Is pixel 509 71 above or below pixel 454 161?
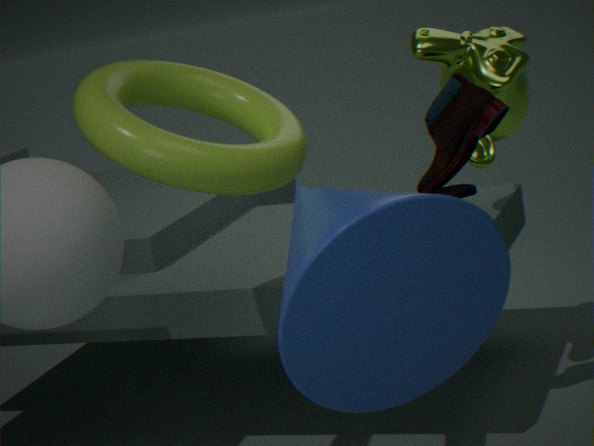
above
